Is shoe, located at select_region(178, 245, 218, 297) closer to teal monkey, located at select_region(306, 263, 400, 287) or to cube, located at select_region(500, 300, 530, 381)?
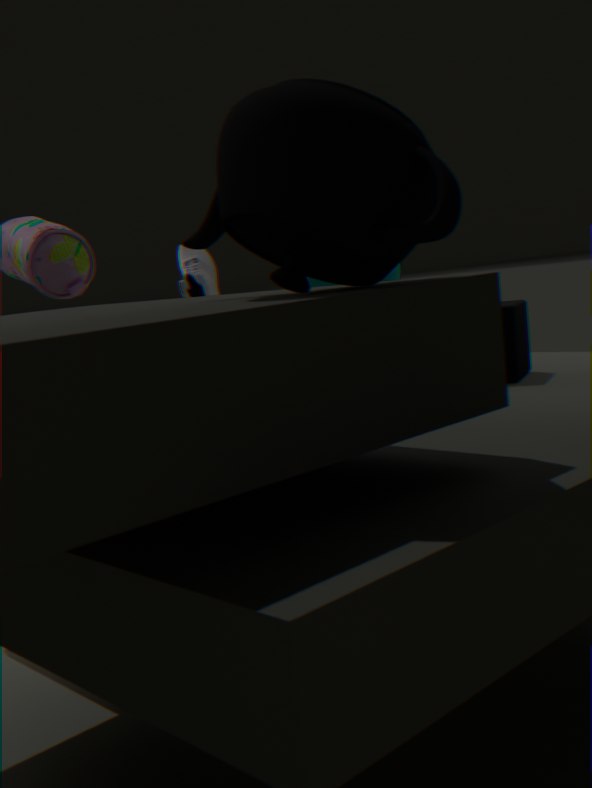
teal monkey, located at select_region(306, 263, 400, 287)
